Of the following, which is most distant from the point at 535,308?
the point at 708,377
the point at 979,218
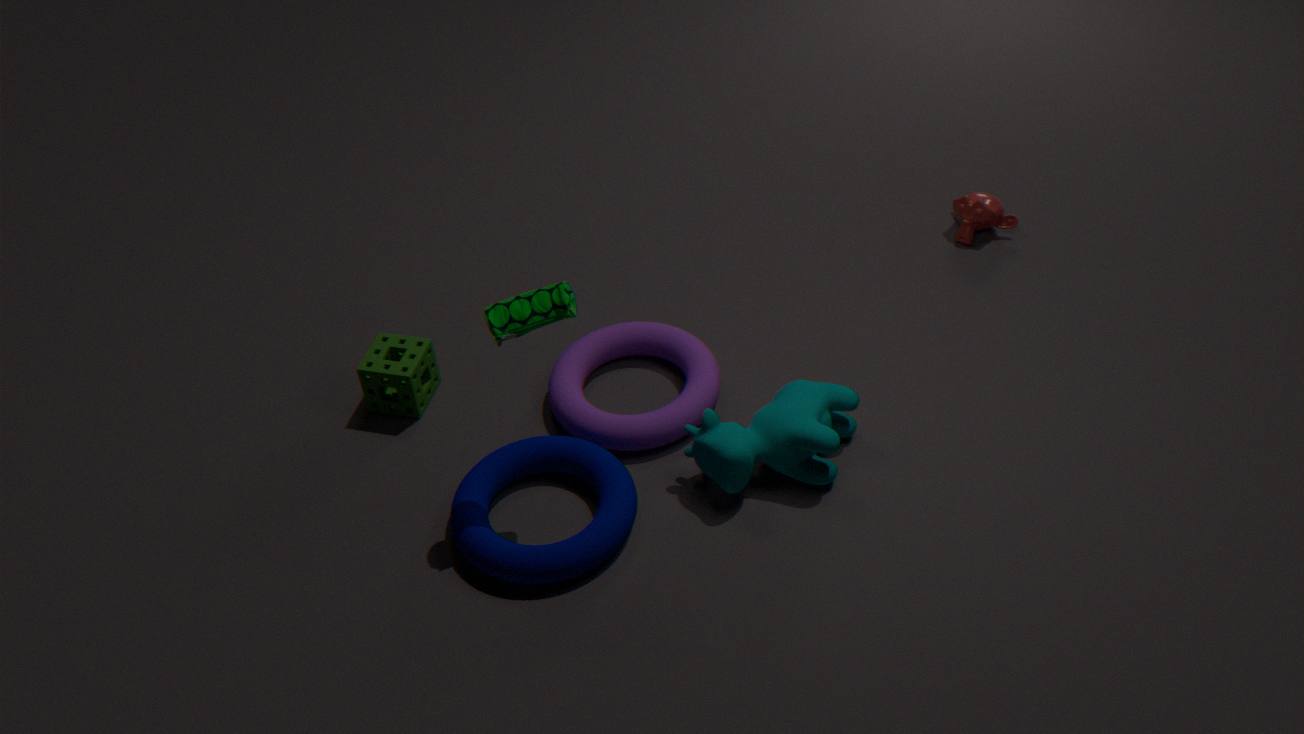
the point at 979,218
